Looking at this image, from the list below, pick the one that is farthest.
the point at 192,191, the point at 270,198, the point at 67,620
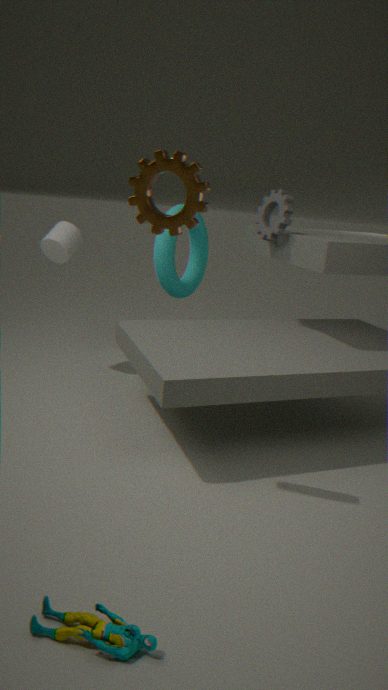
the point at 270,198
